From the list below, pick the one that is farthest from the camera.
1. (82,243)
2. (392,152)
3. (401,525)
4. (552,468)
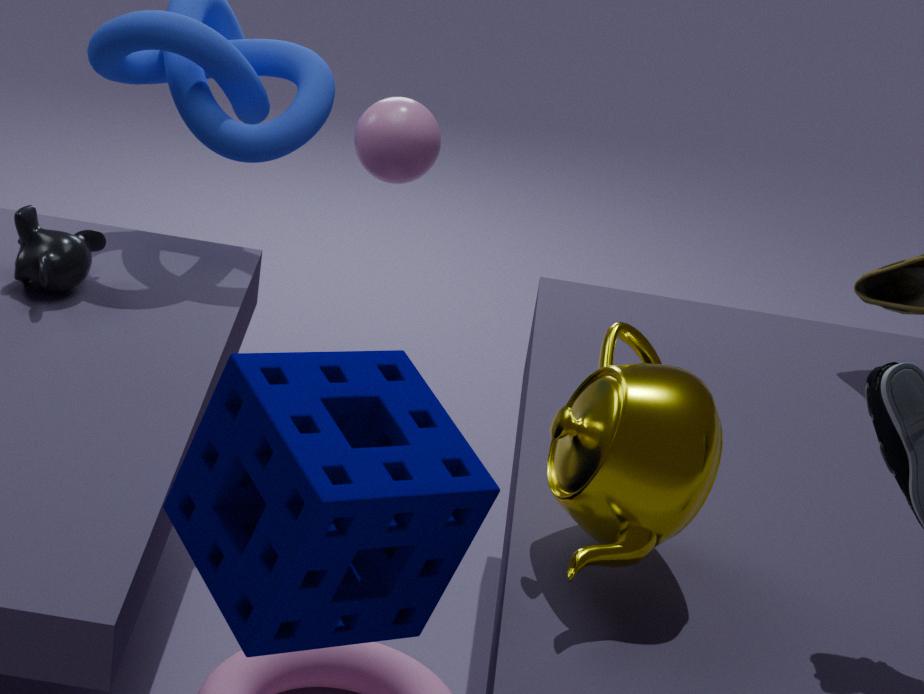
(82,243)
